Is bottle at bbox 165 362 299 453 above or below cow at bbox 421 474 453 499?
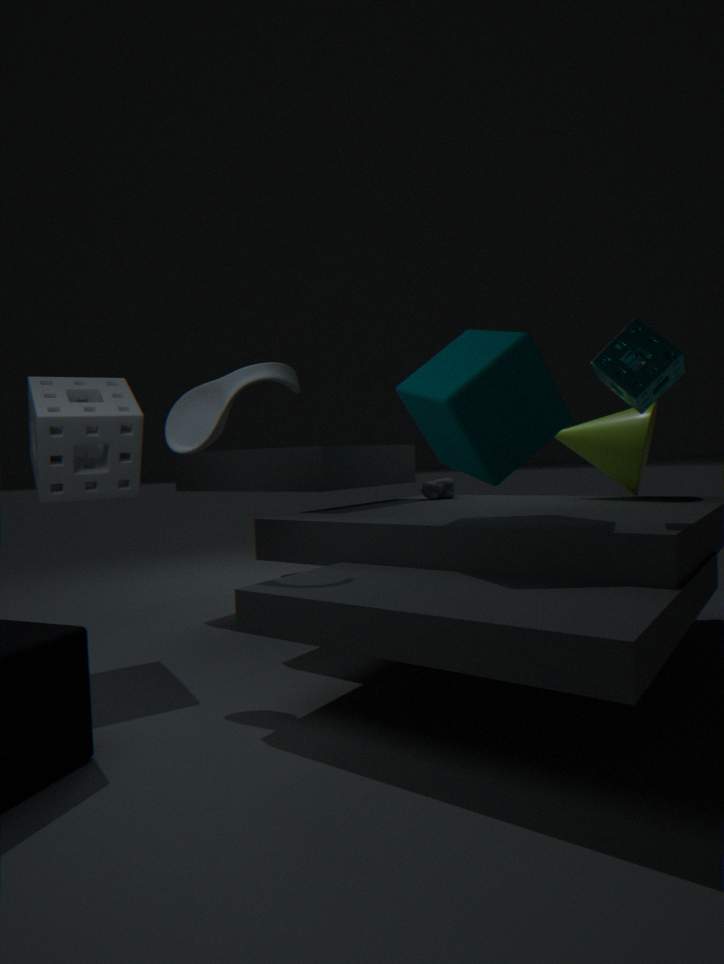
above
